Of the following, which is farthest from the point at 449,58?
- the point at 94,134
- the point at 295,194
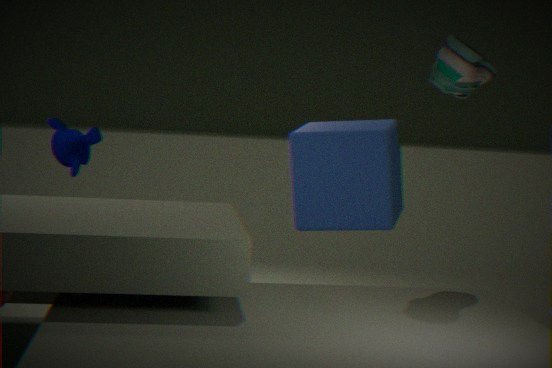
the point at 94,134
